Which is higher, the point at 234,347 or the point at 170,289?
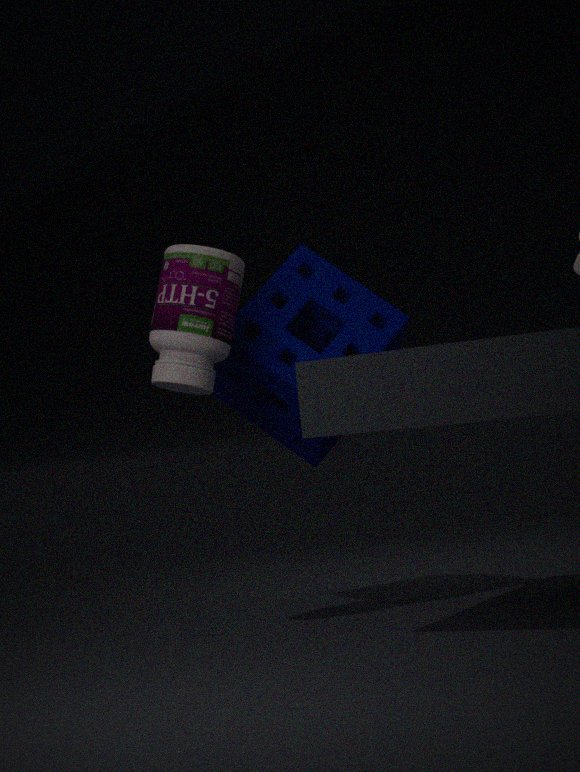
the point at 170,289
